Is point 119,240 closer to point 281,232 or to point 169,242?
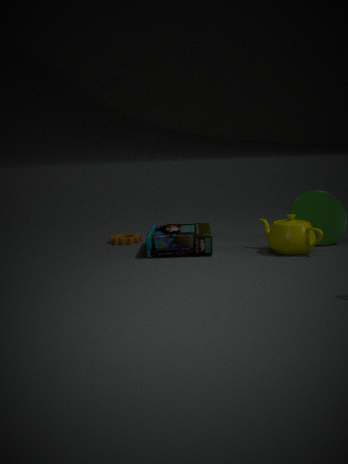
point 169,242
